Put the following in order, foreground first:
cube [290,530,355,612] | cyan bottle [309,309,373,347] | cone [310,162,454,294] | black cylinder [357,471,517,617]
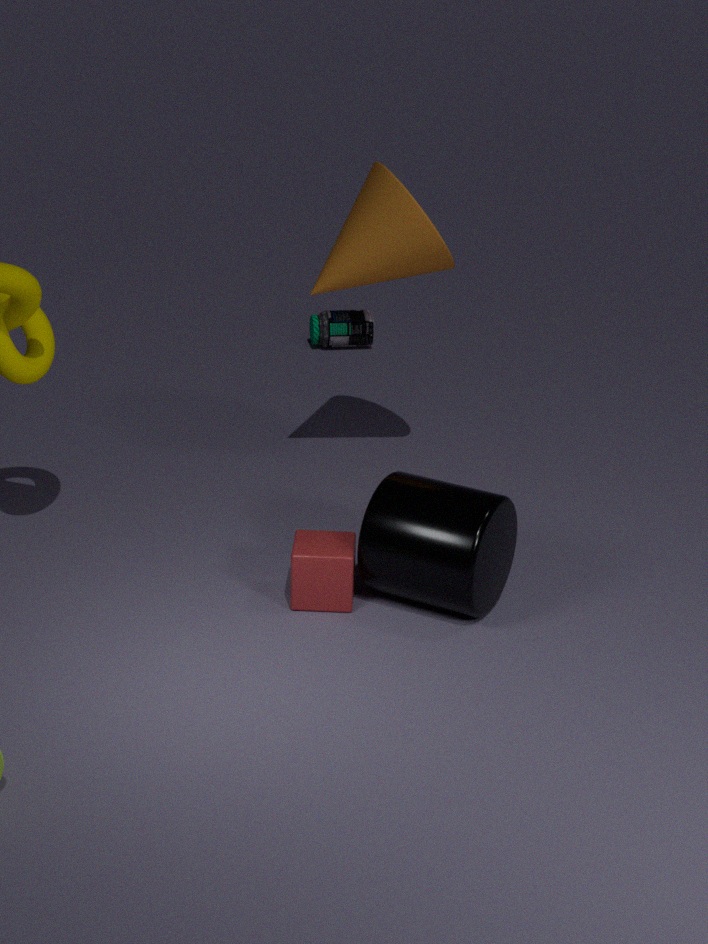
black cylinder [357,471,517,617] → cube [290,530,355,612] → cone [310,162,454,294] → cyan bottle [309,309,373,347]
